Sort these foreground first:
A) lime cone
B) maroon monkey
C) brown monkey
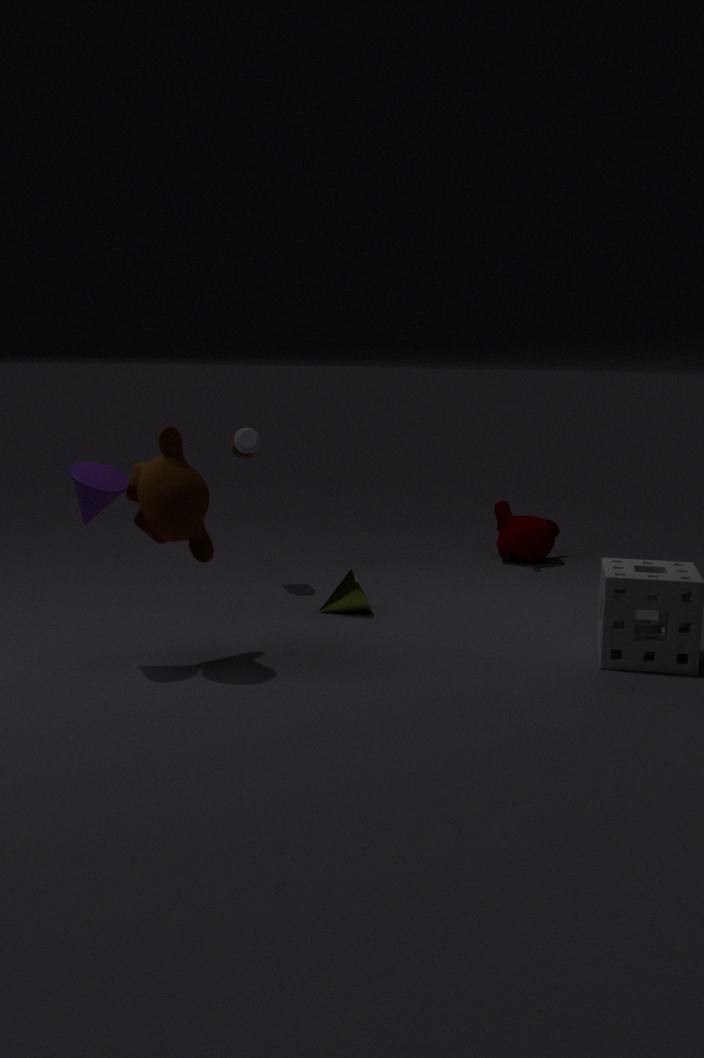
brown monkey < lime cone < maroon monkey
